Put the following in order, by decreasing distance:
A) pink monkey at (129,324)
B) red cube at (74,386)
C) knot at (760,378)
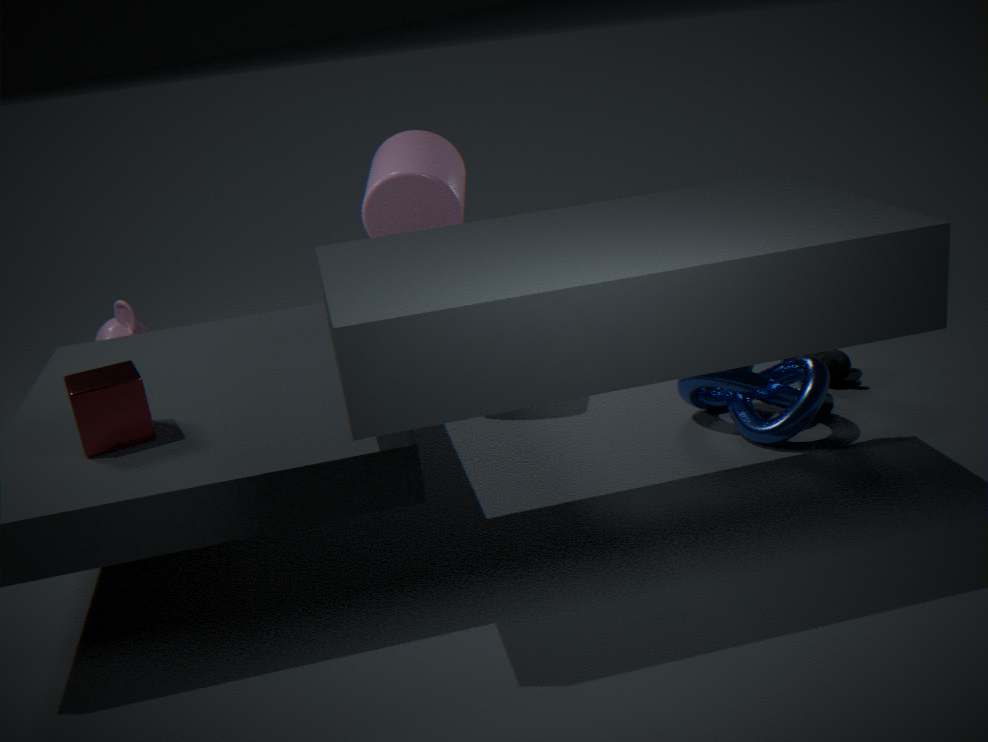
1. pink monkey at (129,324)
2. knot at (760,378)
3. red cube at (74,386)
